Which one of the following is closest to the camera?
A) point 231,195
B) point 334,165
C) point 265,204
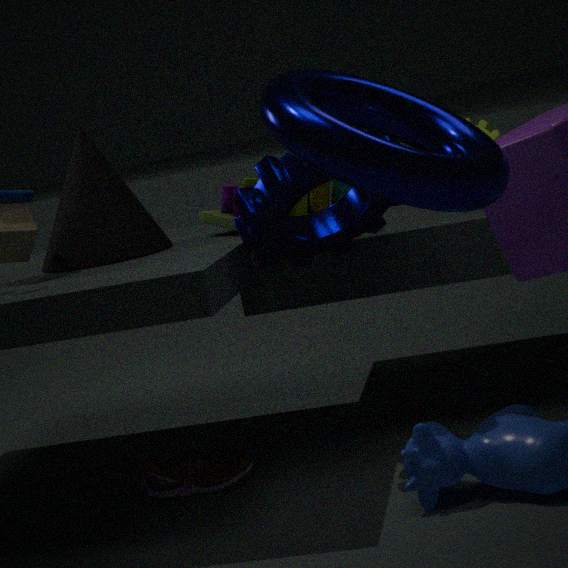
point 334,165
